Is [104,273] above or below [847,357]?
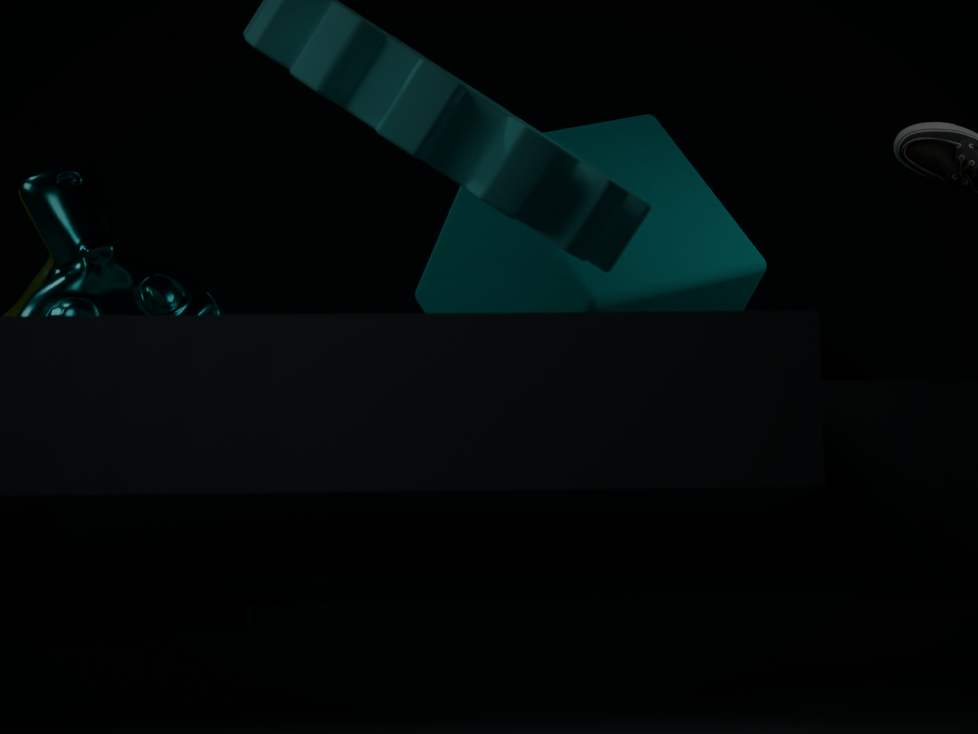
above
